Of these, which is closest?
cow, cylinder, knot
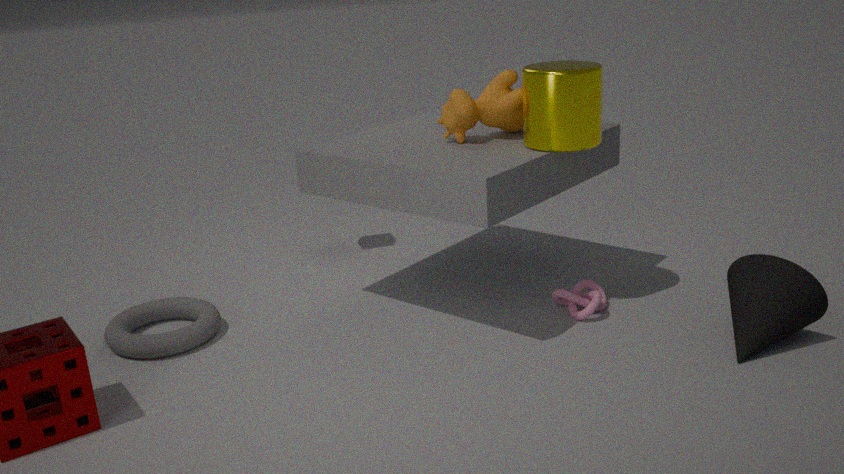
cylinder
